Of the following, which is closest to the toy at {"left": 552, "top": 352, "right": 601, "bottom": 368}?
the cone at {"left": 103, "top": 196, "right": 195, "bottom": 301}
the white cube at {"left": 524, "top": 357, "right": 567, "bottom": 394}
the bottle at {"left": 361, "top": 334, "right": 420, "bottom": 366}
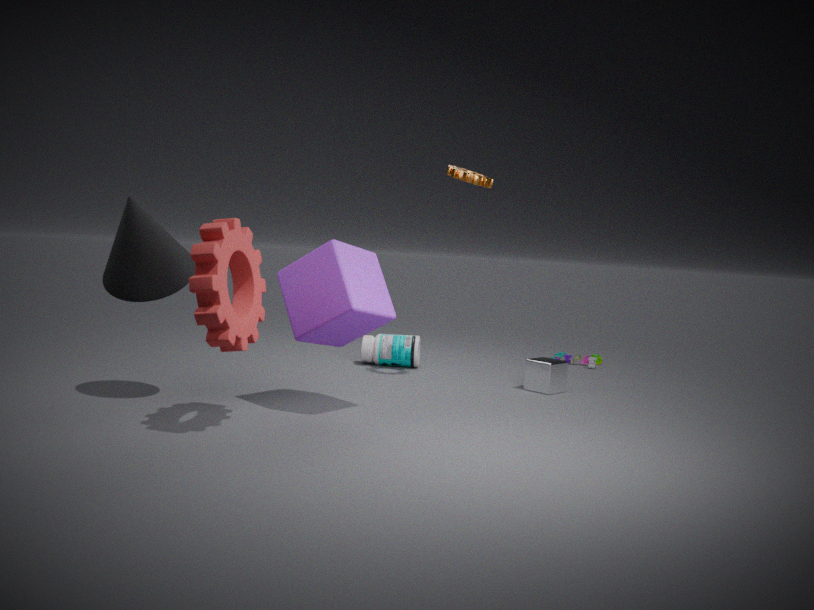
the white cube at {"left": 524, "top": 357, "right": 567, "bottom": 394}
